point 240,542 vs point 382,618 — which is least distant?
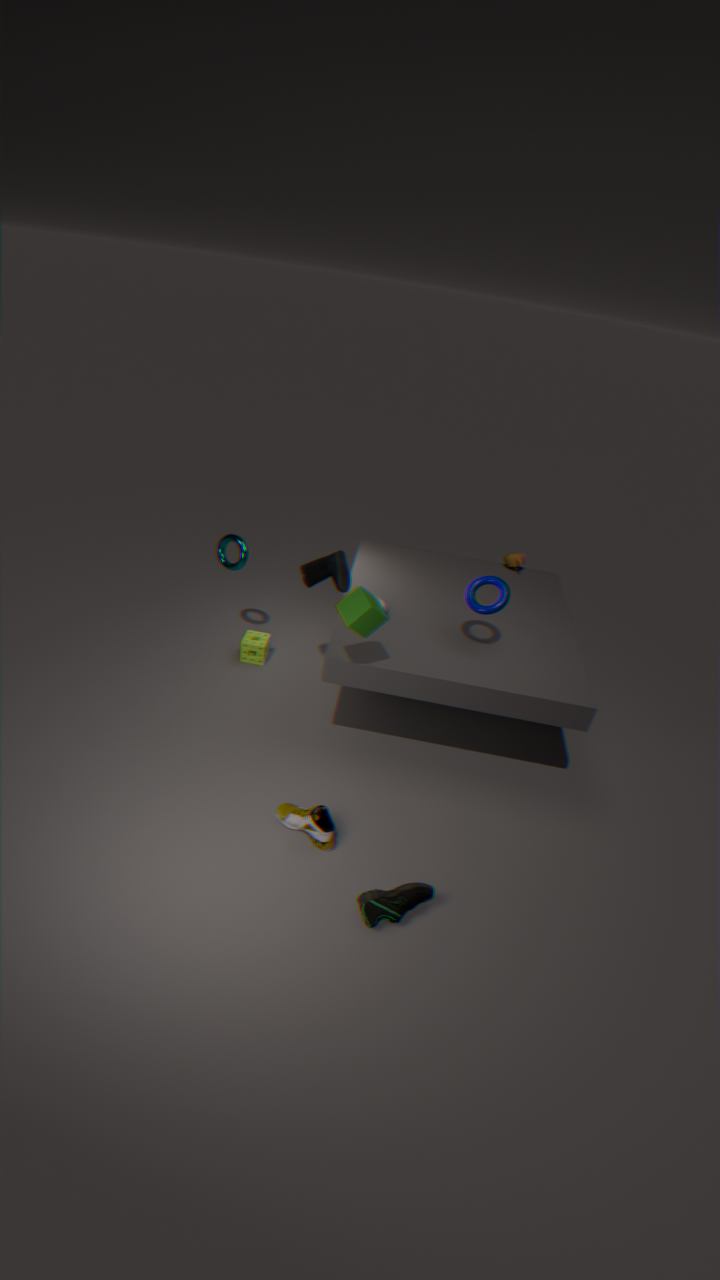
point 382,618
